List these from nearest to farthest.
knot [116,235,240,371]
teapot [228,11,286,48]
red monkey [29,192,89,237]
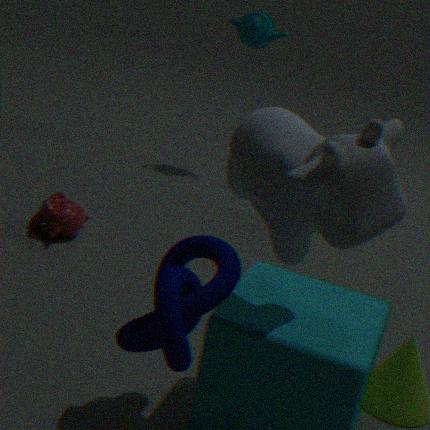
knot [116,235,240,371] < red monkey [29,192,89,237] < teapot [228,11,286,48]
